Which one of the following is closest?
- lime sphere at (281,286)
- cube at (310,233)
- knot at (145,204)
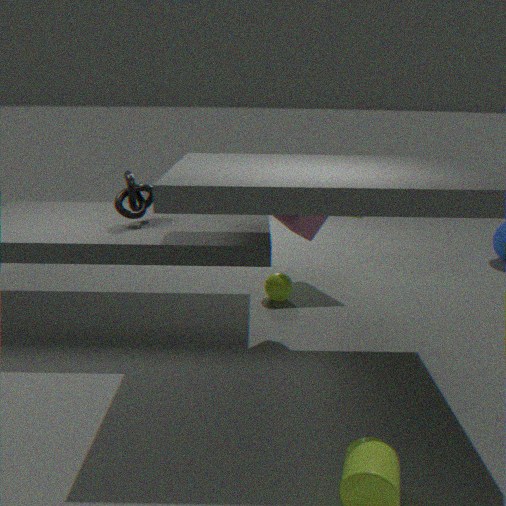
cube at (310,233)
